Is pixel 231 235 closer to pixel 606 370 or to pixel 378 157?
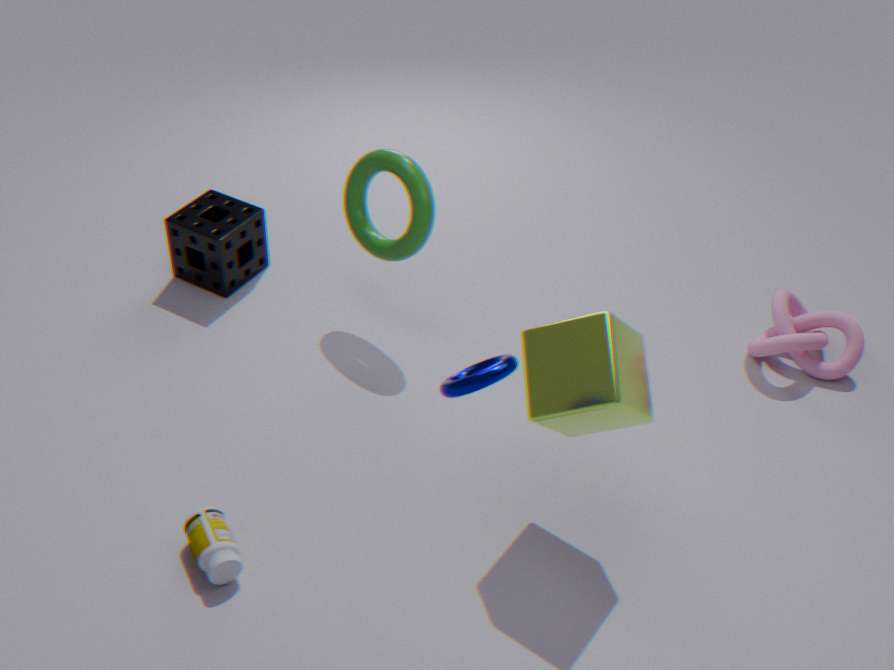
pixel 378 157
